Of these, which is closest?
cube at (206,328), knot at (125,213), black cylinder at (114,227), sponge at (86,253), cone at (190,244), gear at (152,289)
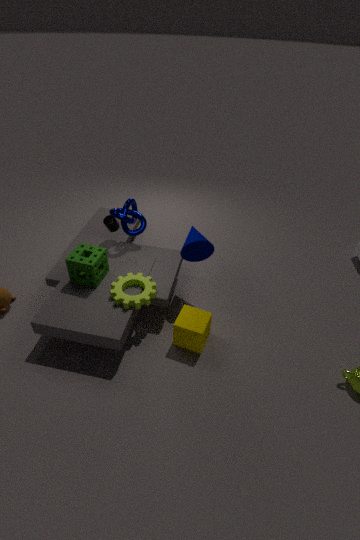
cube at (206,328)
